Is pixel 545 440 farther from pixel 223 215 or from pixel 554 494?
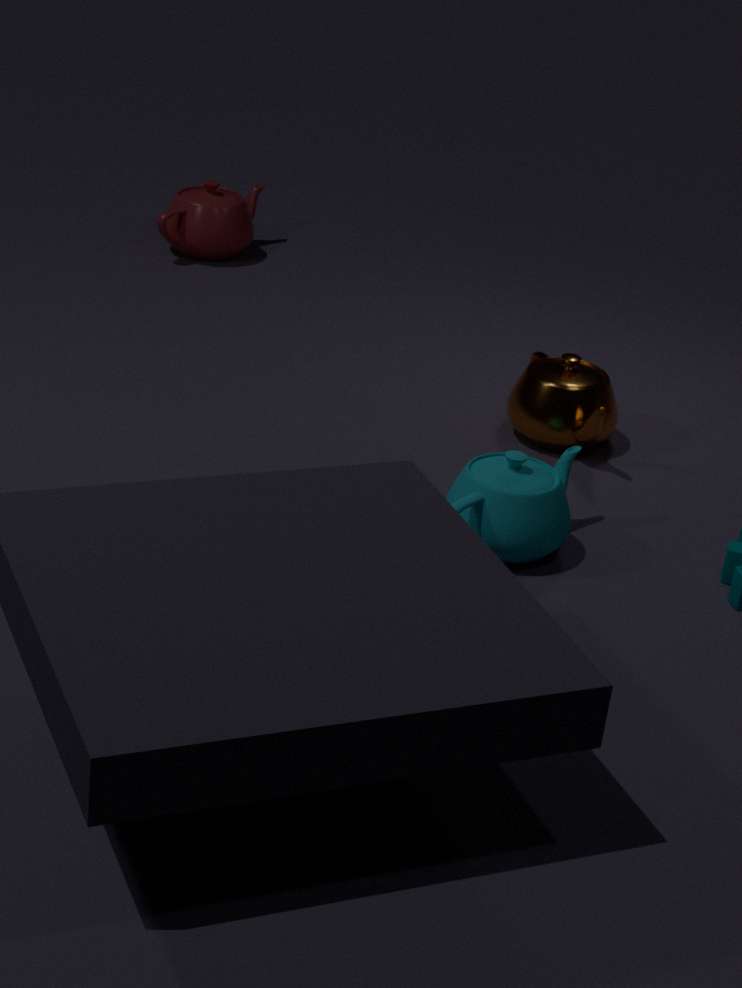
pixel 223 215
